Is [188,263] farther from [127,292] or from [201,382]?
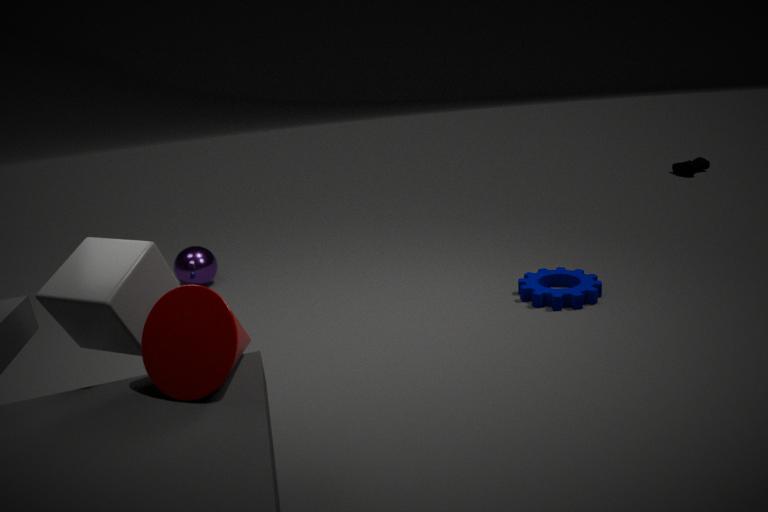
[201,382]
